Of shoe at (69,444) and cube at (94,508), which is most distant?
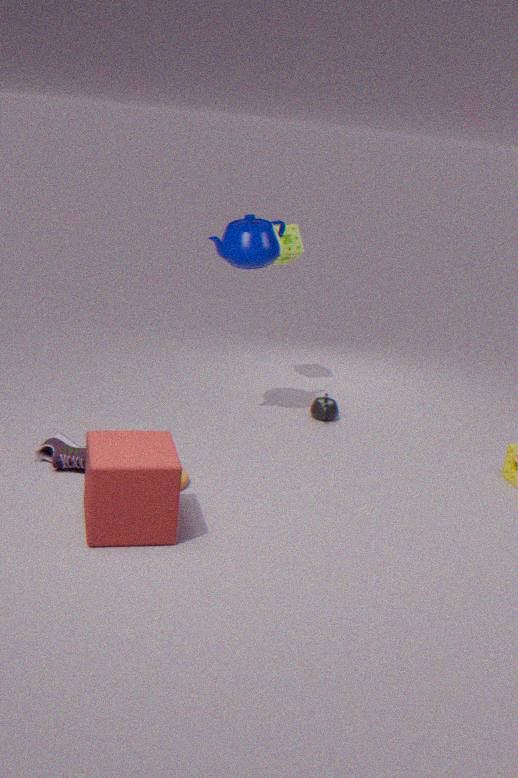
shoe at (69,444)
